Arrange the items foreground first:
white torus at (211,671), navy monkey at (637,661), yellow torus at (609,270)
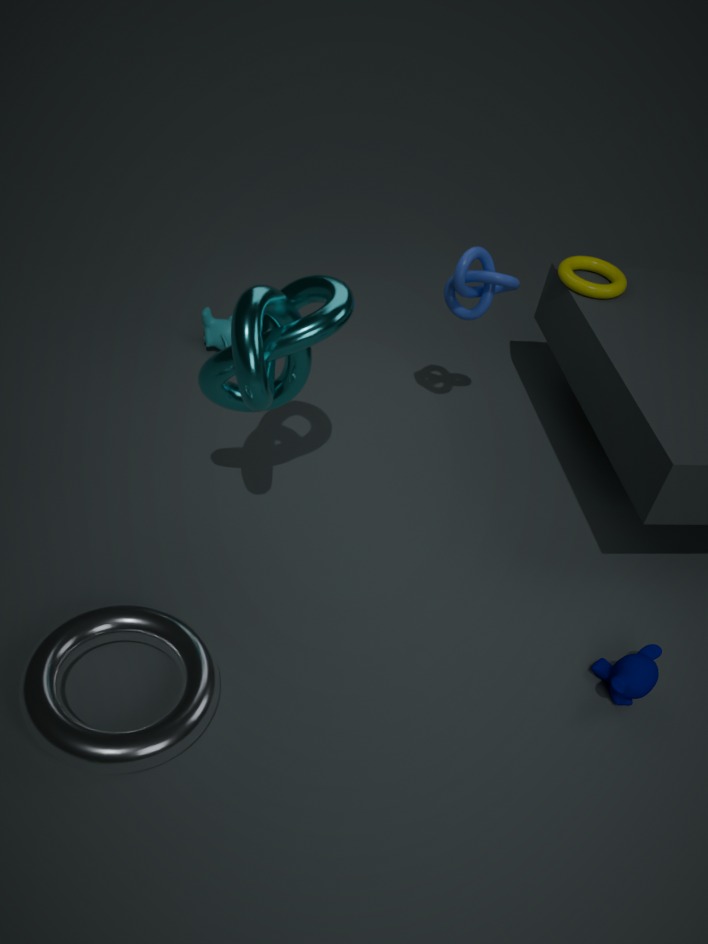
white torus at (211,671)
navy monkey at (637,661)
yellow torus at (609,270)
